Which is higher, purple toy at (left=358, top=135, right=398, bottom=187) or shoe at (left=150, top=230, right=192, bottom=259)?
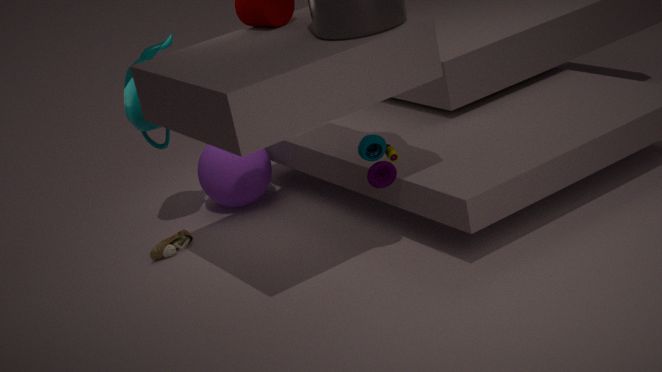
purple toy at (left=358, top=135, right=398, bottom=187)
